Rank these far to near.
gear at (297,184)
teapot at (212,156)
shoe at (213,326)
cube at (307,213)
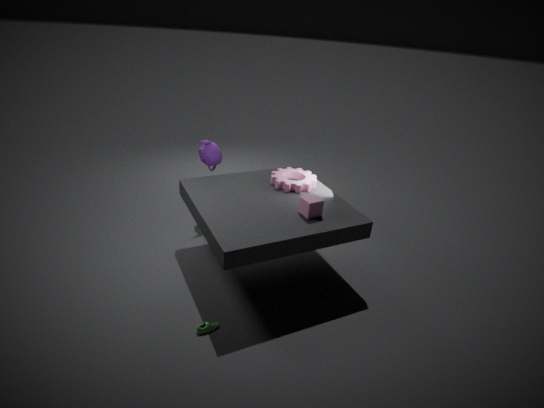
teapot at (212,156) → gear at (297,184) → cube at (307,213) → shoe at (213,326)
